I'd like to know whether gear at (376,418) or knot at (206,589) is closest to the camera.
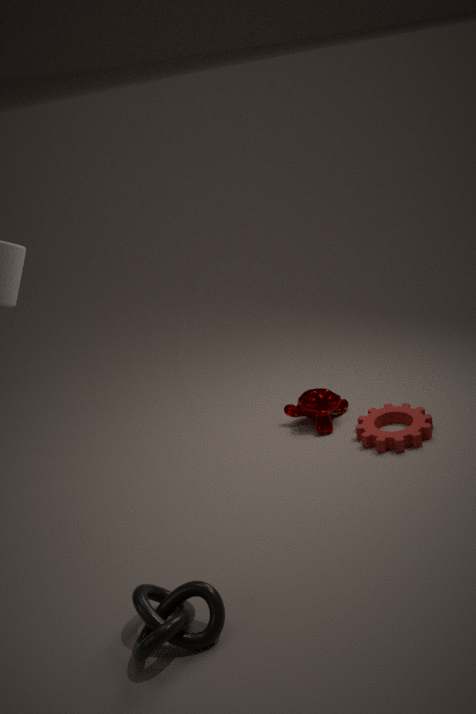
knot at (206,589)
